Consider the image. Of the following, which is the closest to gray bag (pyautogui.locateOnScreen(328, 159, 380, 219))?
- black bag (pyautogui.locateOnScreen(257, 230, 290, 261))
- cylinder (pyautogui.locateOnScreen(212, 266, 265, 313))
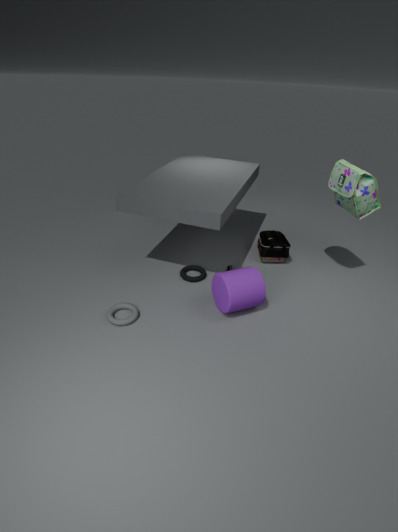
black bag (pyautogui.locateOnScreen(257, 230, 290, 261))
